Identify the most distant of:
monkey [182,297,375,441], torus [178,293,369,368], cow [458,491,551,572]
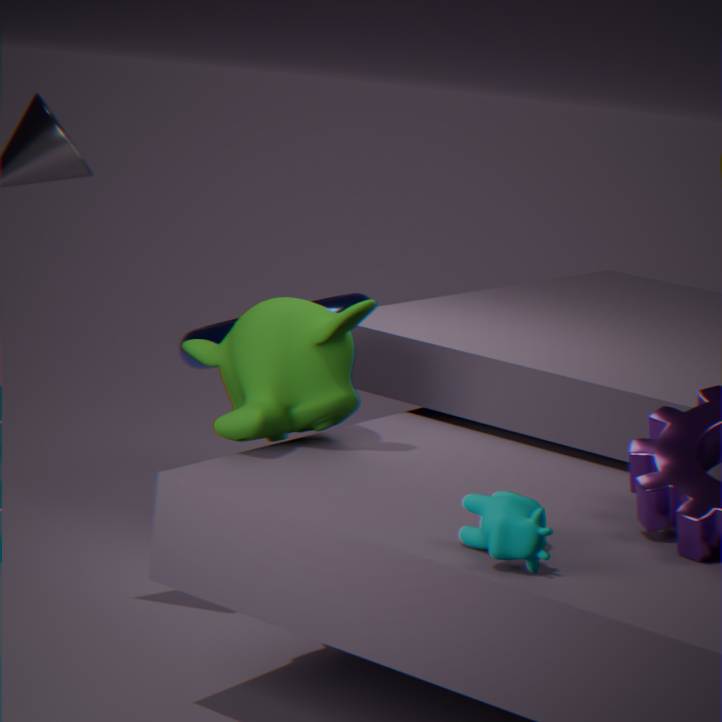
torus [178,293,369,368]
